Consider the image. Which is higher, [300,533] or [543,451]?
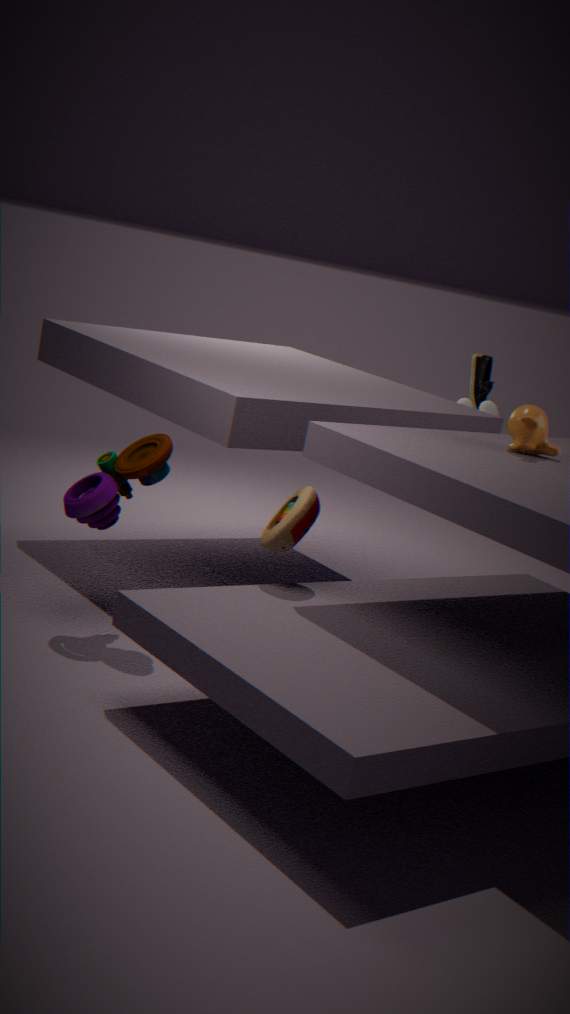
[543,451]
